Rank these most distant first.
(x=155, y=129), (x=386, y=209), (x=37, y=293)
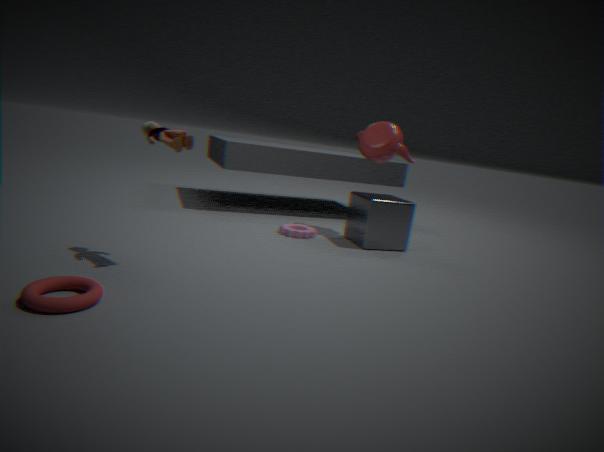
(x=386, y=209), (x=155, y=129), (x=37, y=293)
